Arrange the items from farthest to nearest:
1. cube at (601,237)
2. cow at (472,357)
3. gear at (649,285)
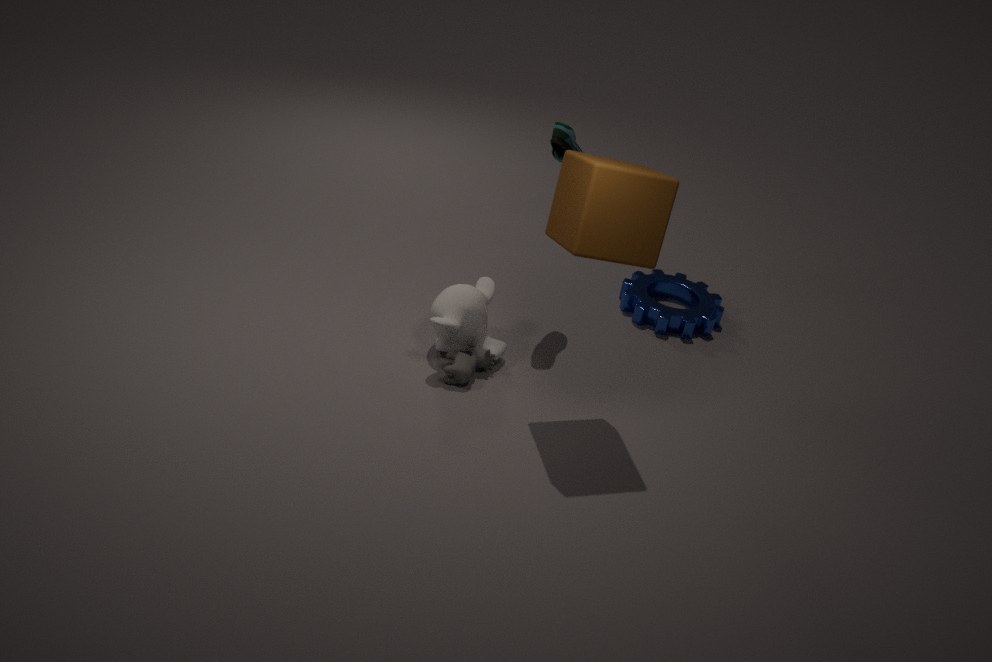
gear at (649,285) → cow at (472,357) → cube at (601,237)
